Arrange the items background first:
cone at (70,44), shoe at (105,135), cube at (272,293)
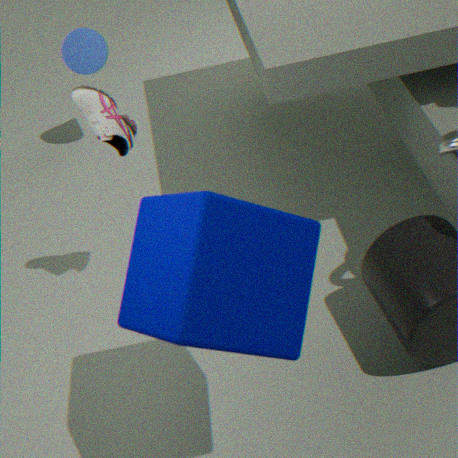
cone at (70,44)
shoe at (105,135)
cube at (272,293)
